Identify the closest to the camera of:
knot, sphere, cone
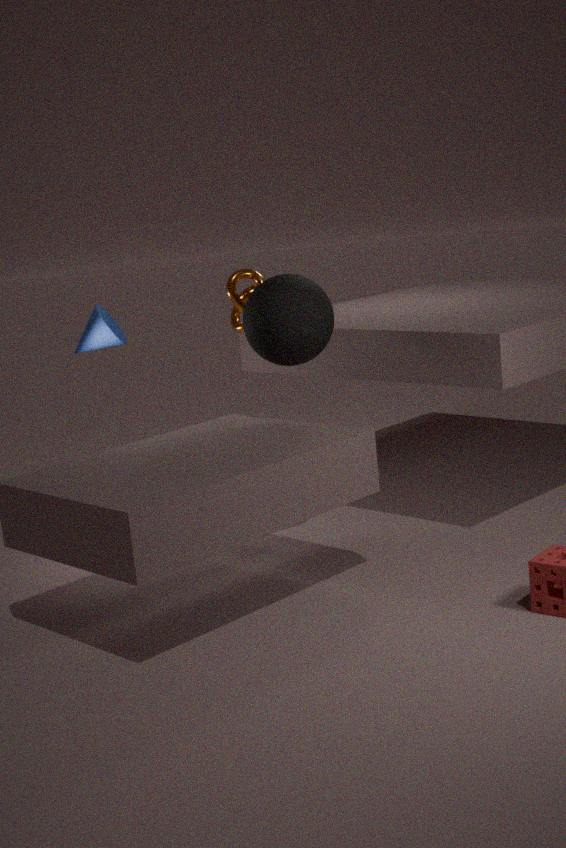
sphere
